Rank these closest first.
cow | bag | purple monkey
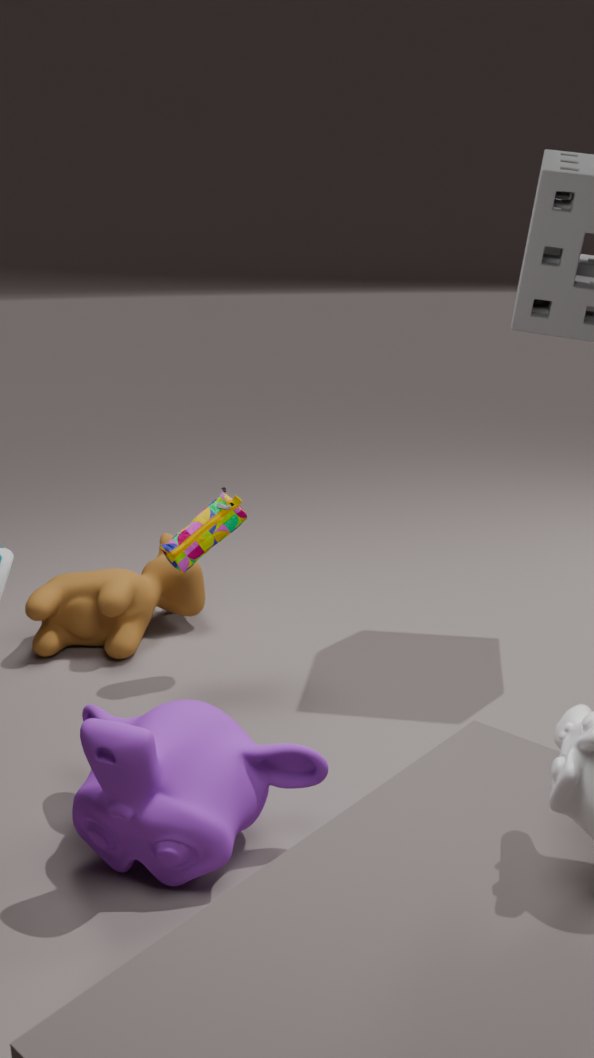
purple monkey < bag < cow
